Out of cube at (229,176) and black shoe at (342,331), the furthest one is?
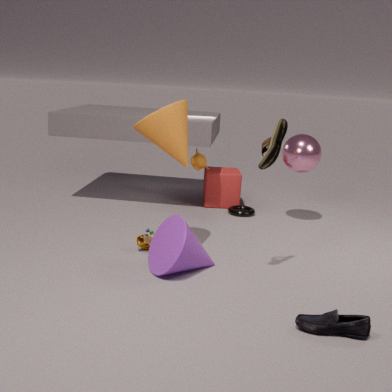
cube at (229,176)
